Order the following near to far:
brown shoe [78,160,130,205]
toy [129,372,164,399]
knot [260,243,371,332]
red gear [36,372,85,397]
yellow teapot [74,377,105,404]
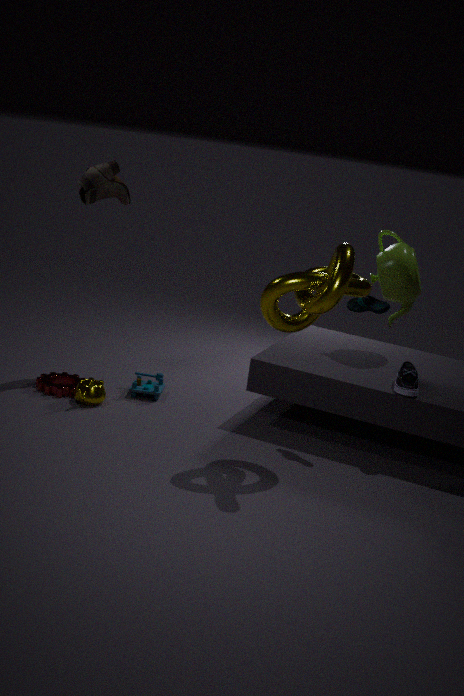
knot [260,243,371,332] < yellow teapot [74,377,105,404] < brown shoe [78,160,130,205] < red gear [36,372,85,397] < toy [129,372,164,399]
